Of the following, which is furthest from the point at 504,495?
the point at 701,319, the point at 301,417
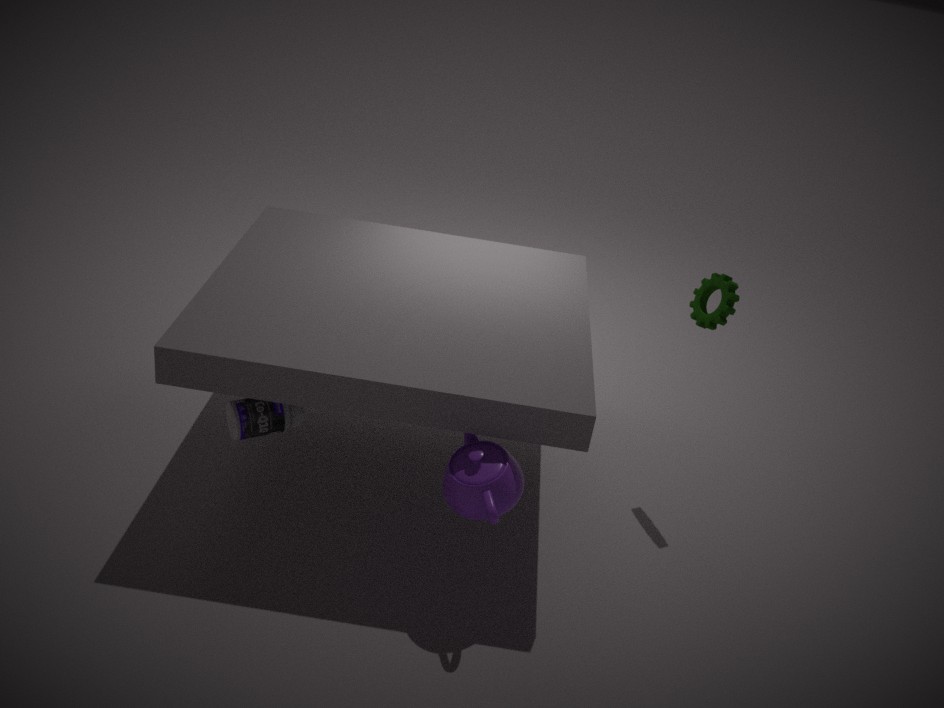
the point at 701,319
